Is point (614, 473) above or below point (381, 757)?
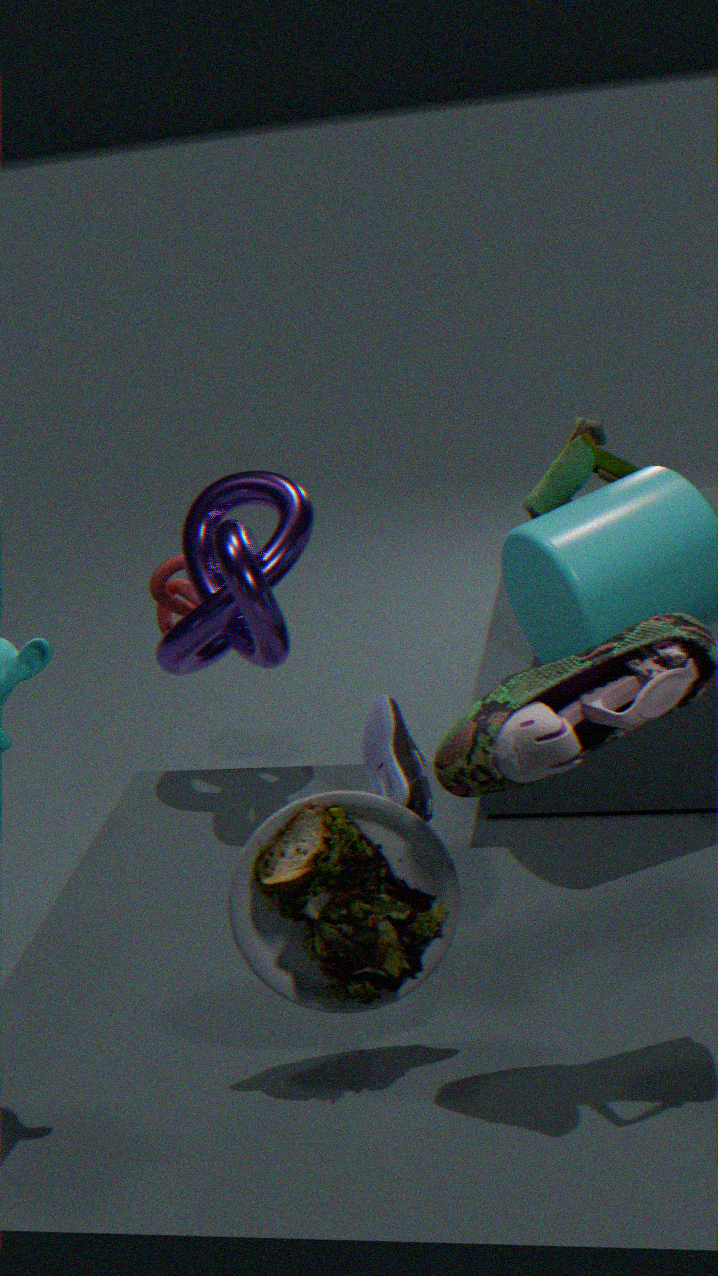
above
